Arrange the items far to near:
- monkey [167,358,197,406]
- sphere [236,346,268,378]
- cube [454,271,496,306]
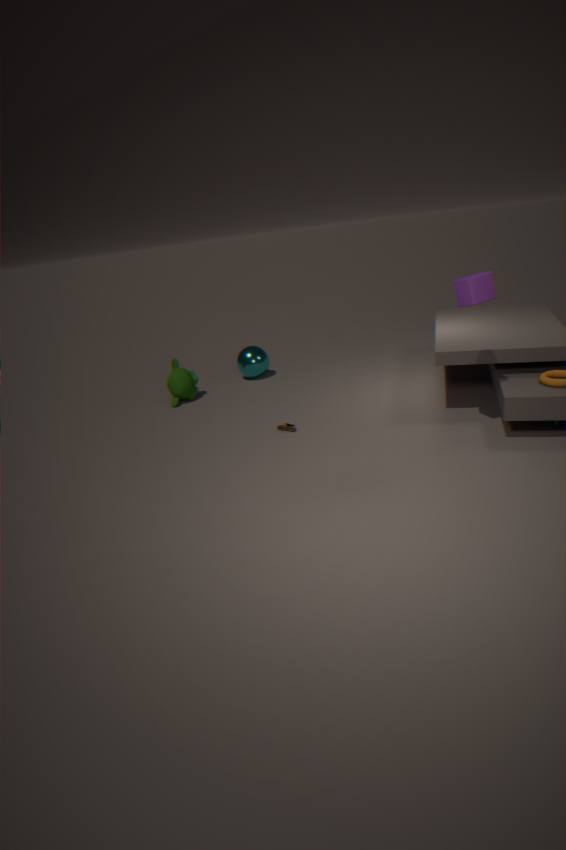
1. sphere [236,346,268,378]
2. monkey [167,358,197,406]
3. cube [454,271,496,306]
